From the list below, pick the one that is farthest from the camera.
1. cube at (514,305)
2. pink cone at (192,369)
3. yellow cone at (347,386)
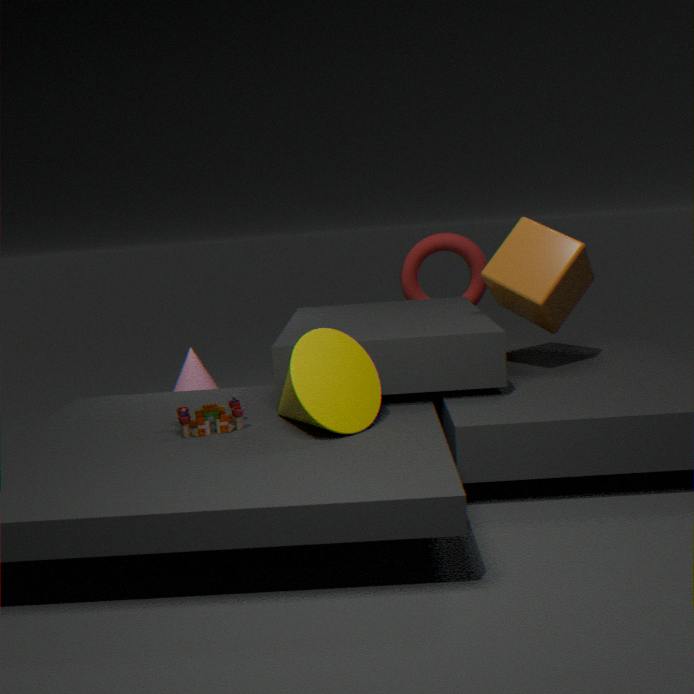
pink cone at (192,369)
